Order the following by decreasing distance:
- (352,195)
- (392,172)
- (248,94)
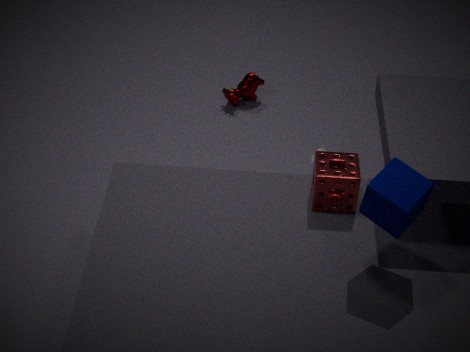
1. (248,94)
2. (352,195)
3. (392,172)
